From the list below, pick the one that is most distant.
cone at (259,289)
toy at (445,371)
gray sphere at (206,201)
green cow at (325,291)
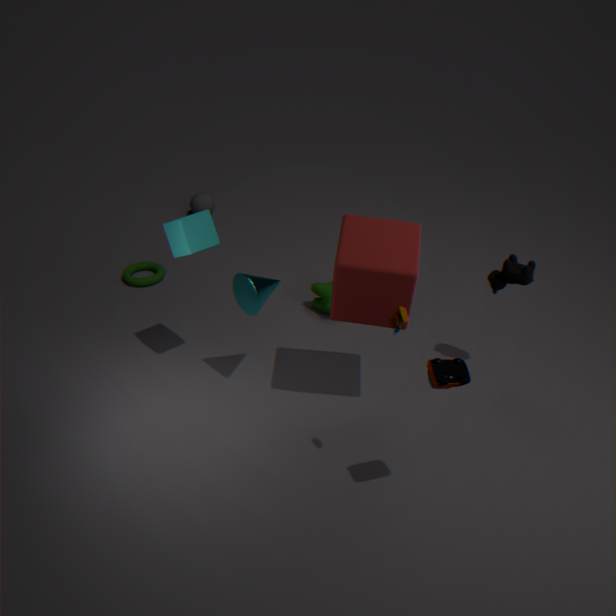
gray sphere at (206,201)
